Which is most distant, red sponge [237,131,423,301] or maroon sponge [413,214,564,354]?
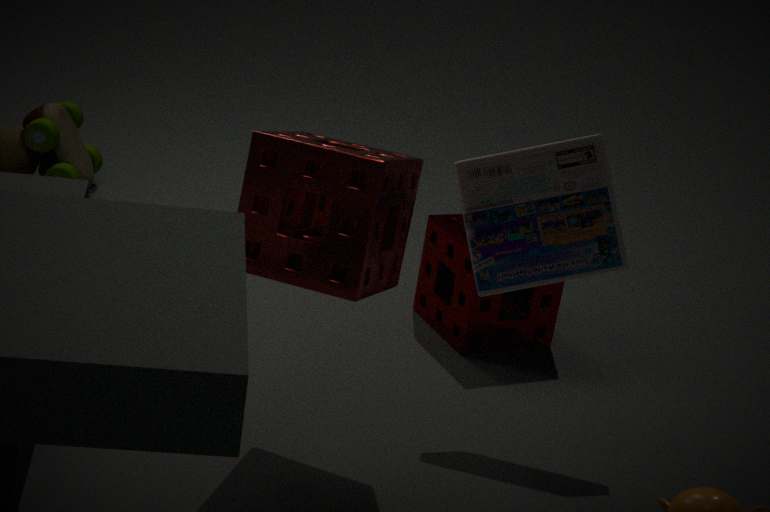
maroon sponge [413,214,564,354]
